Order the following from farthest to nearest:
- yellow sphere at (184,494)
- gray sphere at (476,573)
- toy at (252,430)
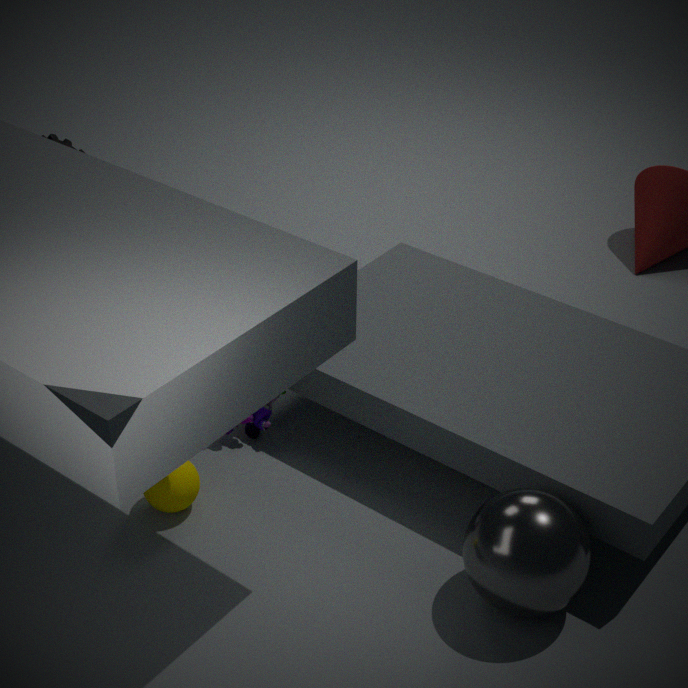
toy at (252,430)
yellow sphere at (184,494)
gray sphere at (476,573)
